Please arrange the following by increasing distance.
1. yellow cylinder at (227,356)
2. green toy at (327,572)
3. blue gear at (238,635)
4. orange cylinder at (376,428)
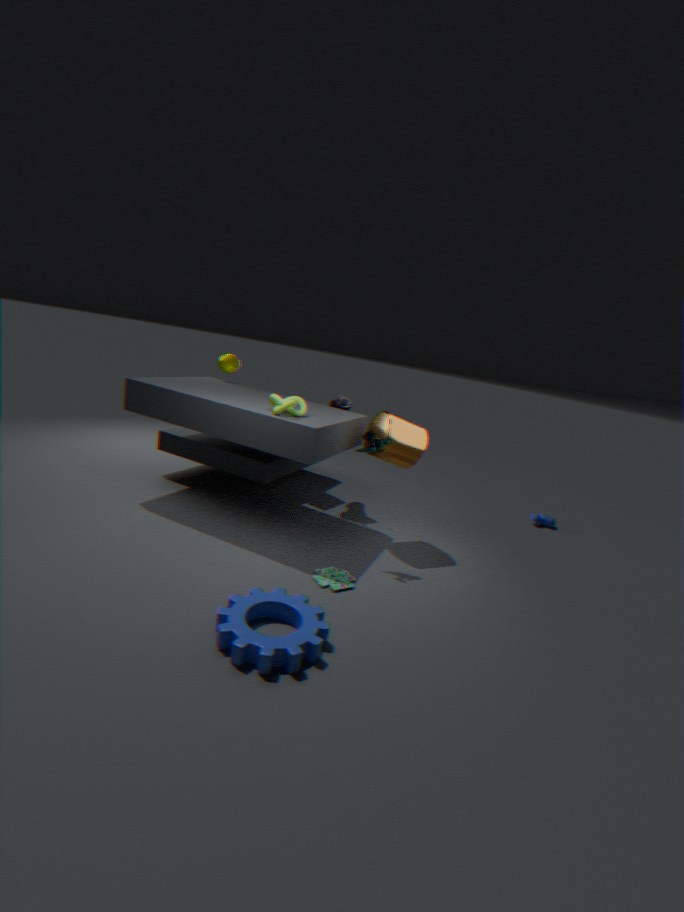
1. blue gear at (238,635)
2. green toy at (327,572)
3. orange cylinder at (376,428)
4. yellow cylinder at (227,356)
